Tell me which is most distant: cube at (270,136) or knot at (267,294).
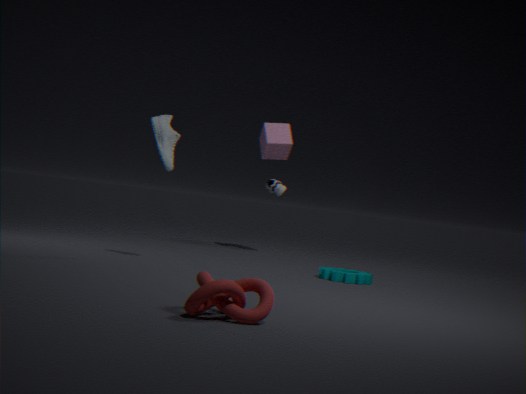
cube at (270,136)
